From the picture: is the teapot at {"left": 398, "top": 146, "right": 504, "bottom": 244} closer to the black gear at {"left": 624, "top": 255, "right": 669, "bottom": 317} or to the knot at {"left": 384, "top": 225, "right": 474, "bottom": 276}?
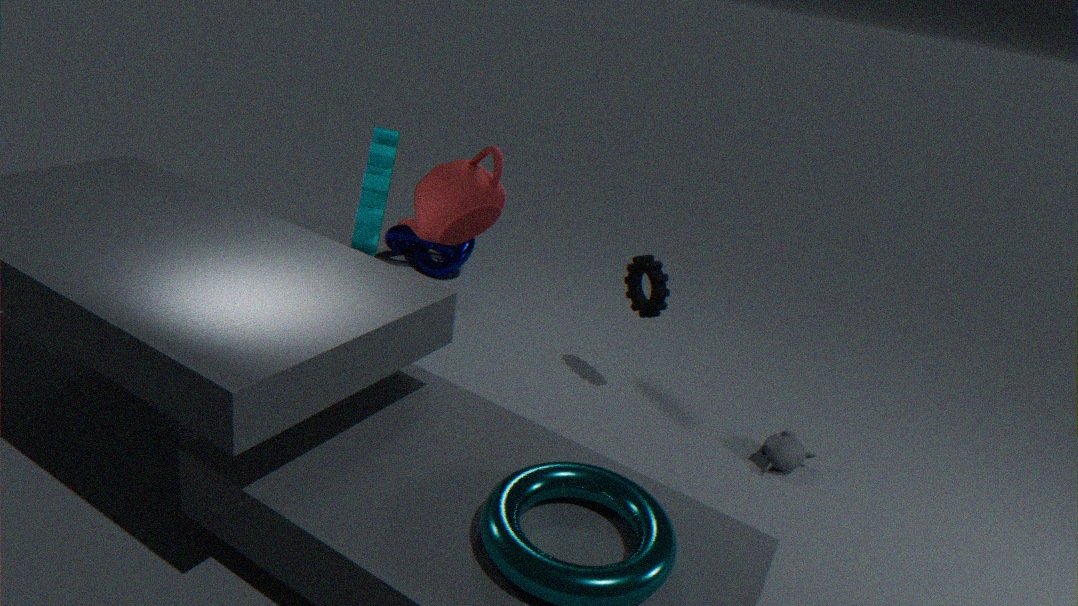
the black gear at {"left": 624, "top": 255, "right": 669, "bottom": 317}
